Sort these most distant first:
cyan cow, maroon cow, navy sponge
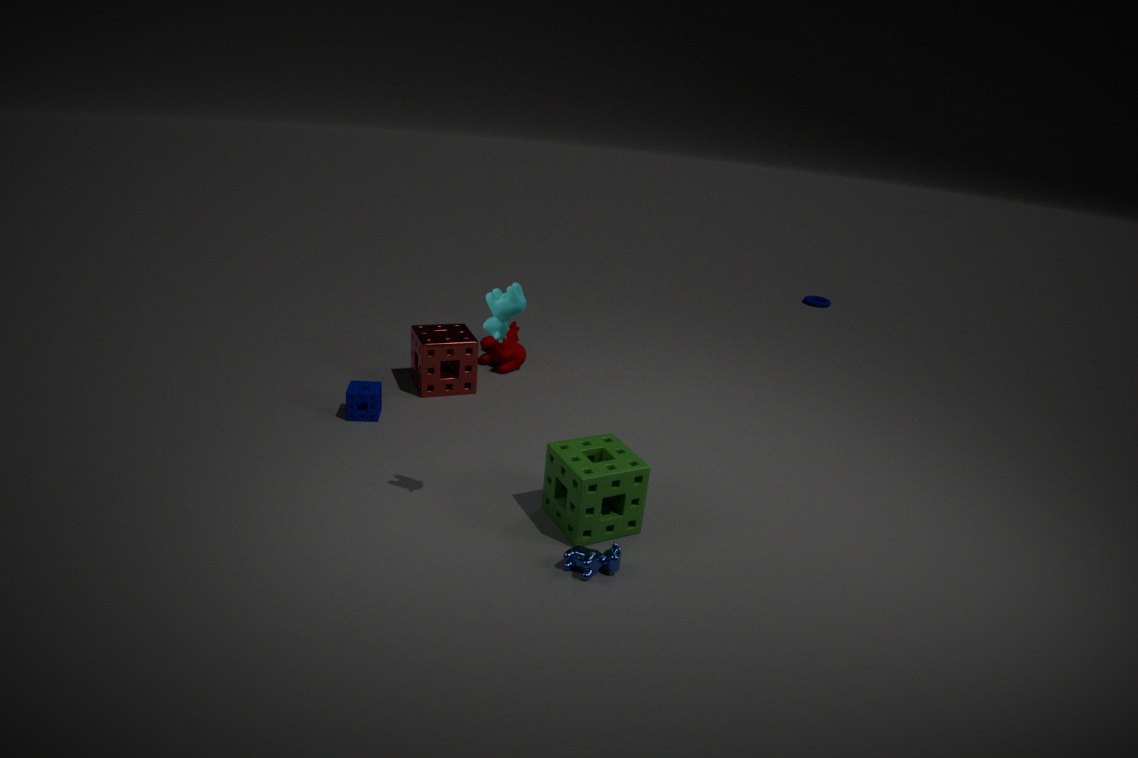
1. maroon cow
2. navy sponge
3. cyan cow
